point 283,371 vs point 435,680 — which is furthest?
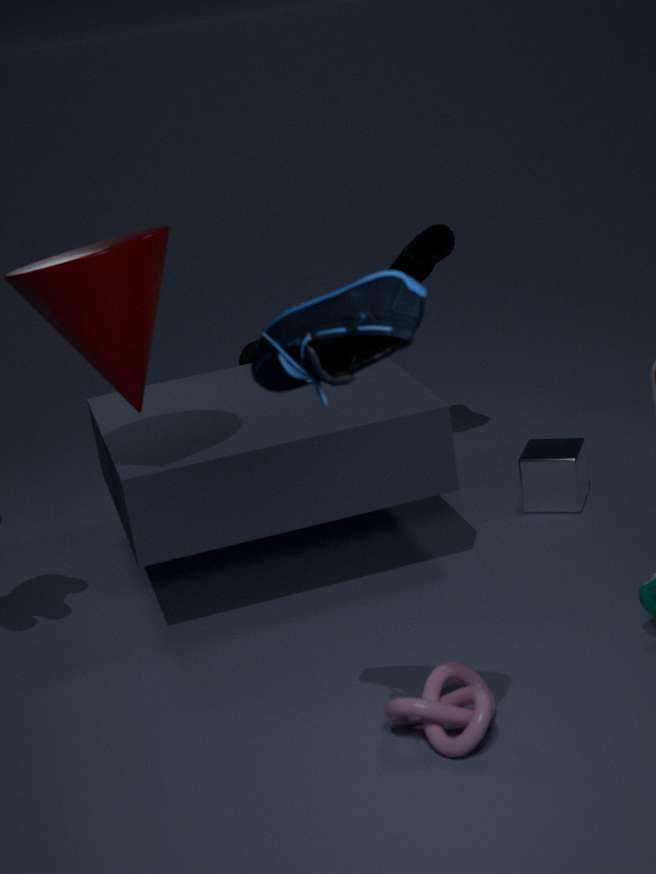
point 435,680
